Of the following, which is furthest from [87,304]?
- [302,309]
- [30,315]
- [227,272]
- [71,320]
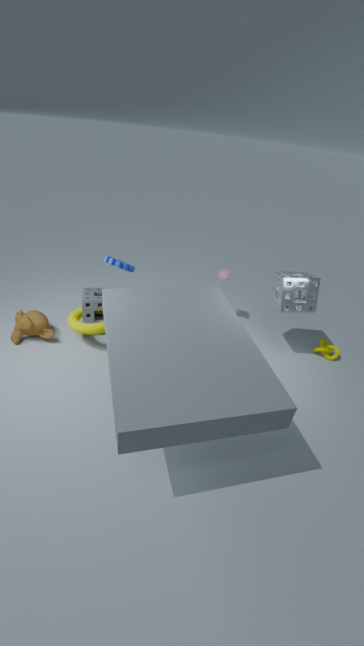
[302,309]
